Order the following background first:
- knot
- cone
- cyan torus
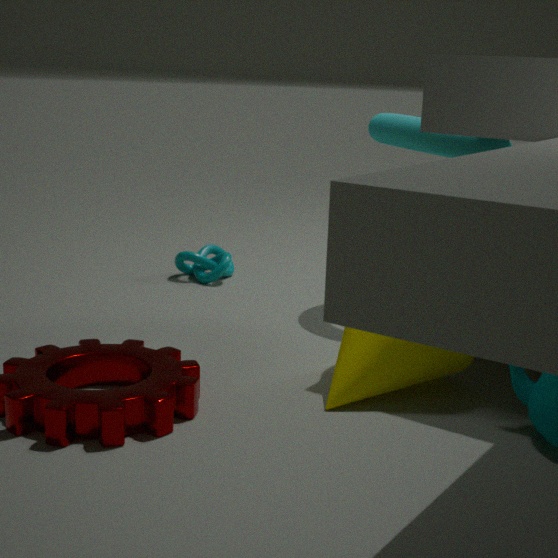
knot → cyan torus → cone
